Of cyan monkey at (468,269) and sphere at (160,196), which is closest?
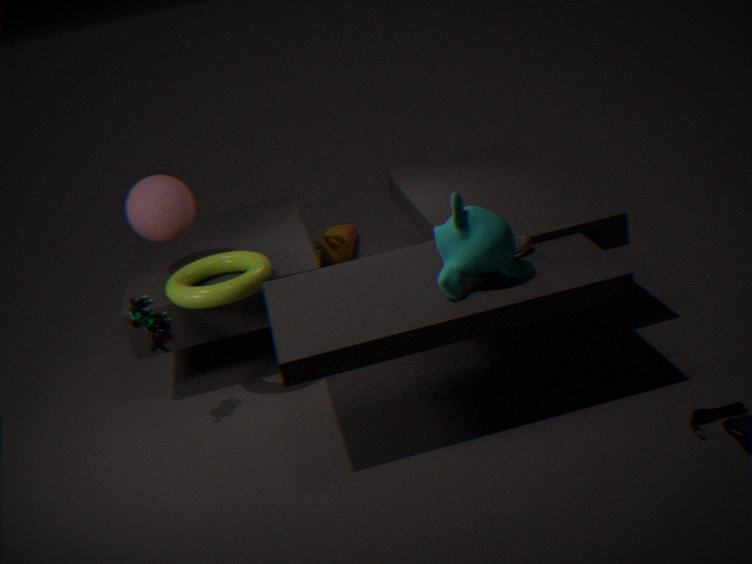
cyan monkey at (468,269)
